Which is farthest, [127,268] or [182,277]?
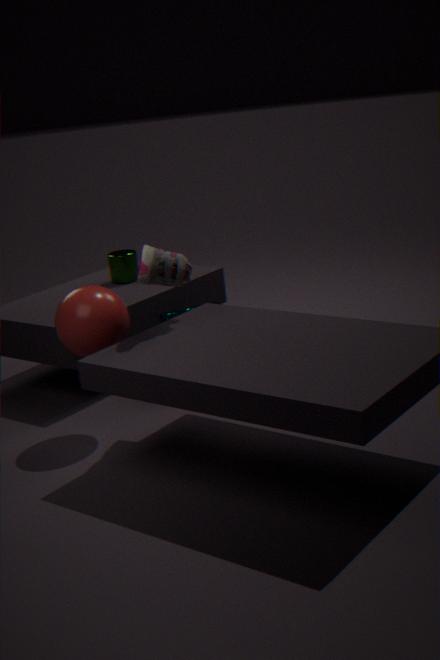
[127,268]
